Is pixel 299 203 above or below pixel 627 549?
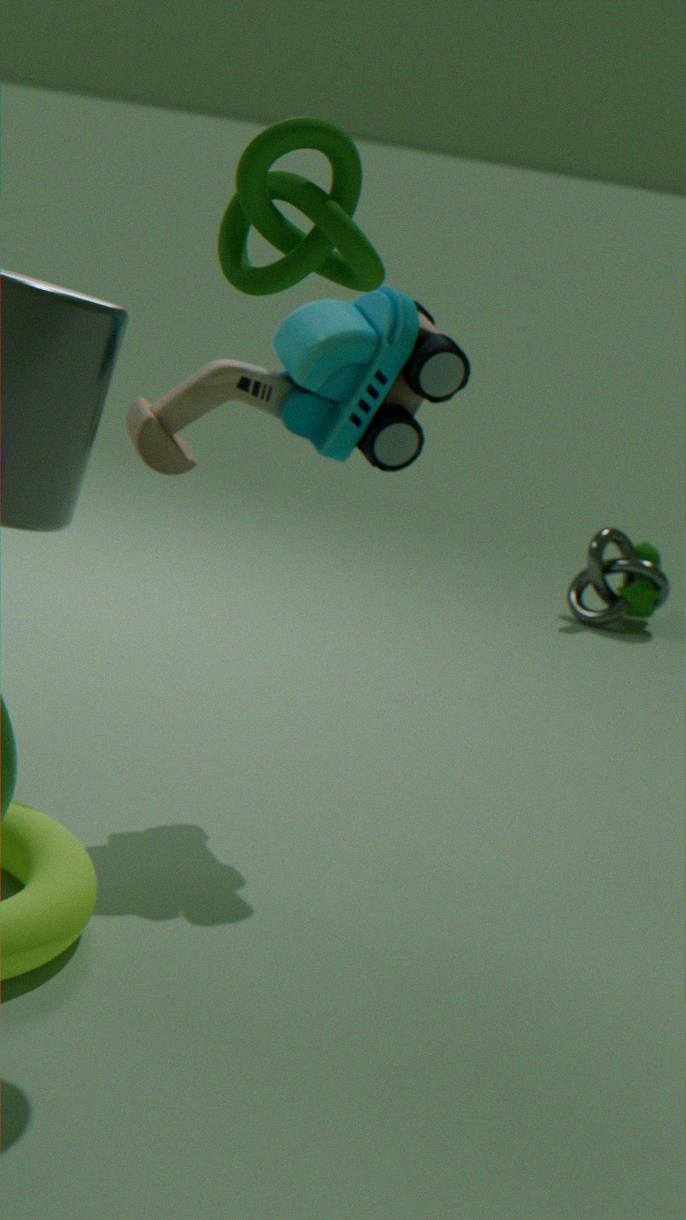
above
